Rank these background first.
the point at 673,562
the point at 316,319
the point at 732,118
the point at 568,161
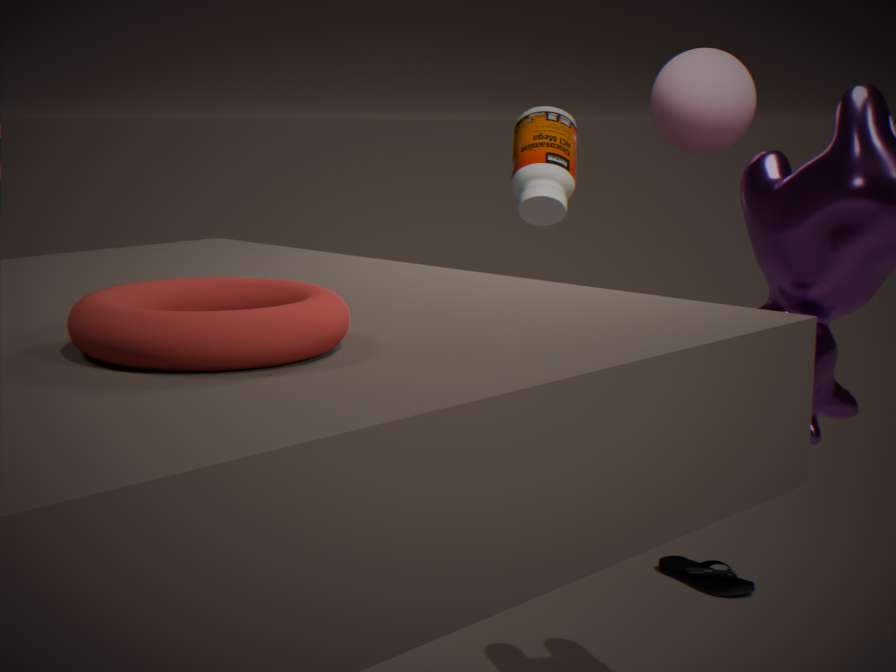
the point at 673,562 < the point at 568,161 < the point at 732,118 < the point at 316,319
